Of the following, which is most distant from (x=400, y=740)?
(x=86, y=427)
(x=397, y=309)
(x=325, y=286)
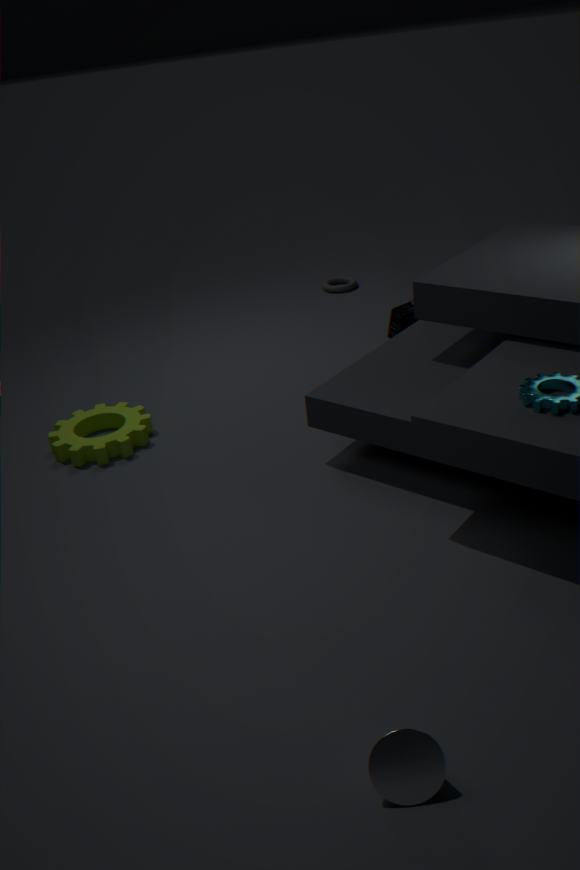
(x=325, y=286)
